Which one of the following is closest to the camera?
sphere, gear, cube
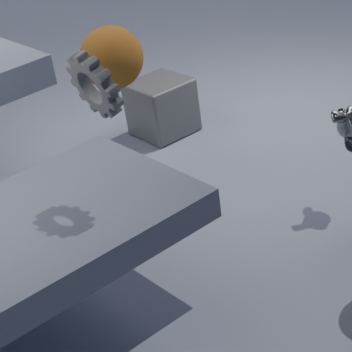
gear
